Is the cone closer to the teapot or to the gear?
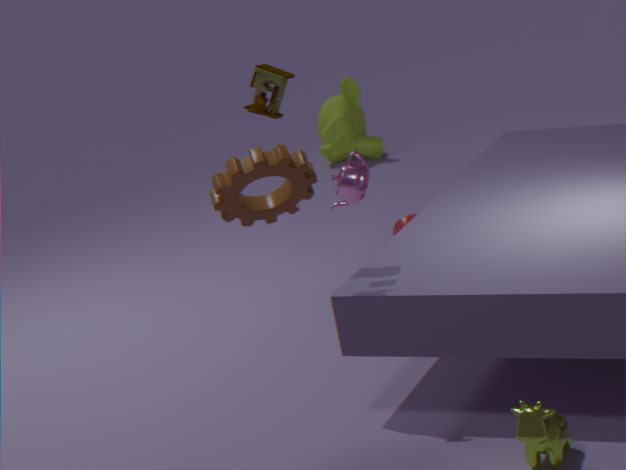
the teapot
